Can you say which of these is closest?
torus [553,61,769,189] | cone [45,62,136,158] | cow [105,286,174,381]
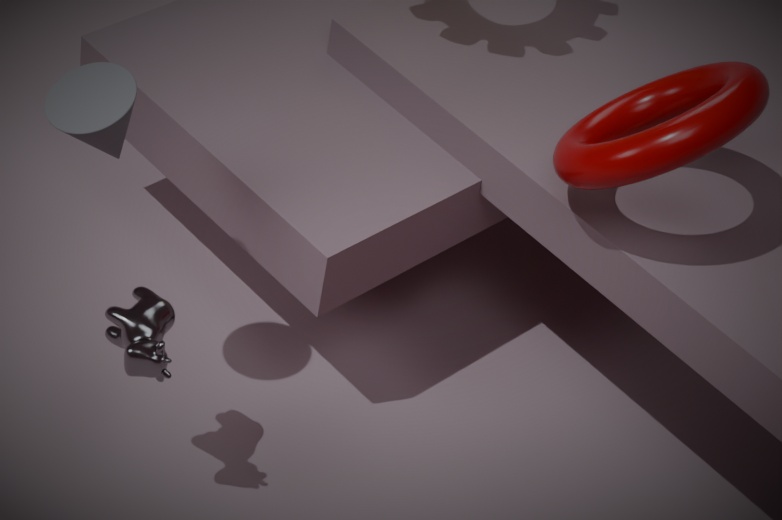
cone [45,62,136,158]
